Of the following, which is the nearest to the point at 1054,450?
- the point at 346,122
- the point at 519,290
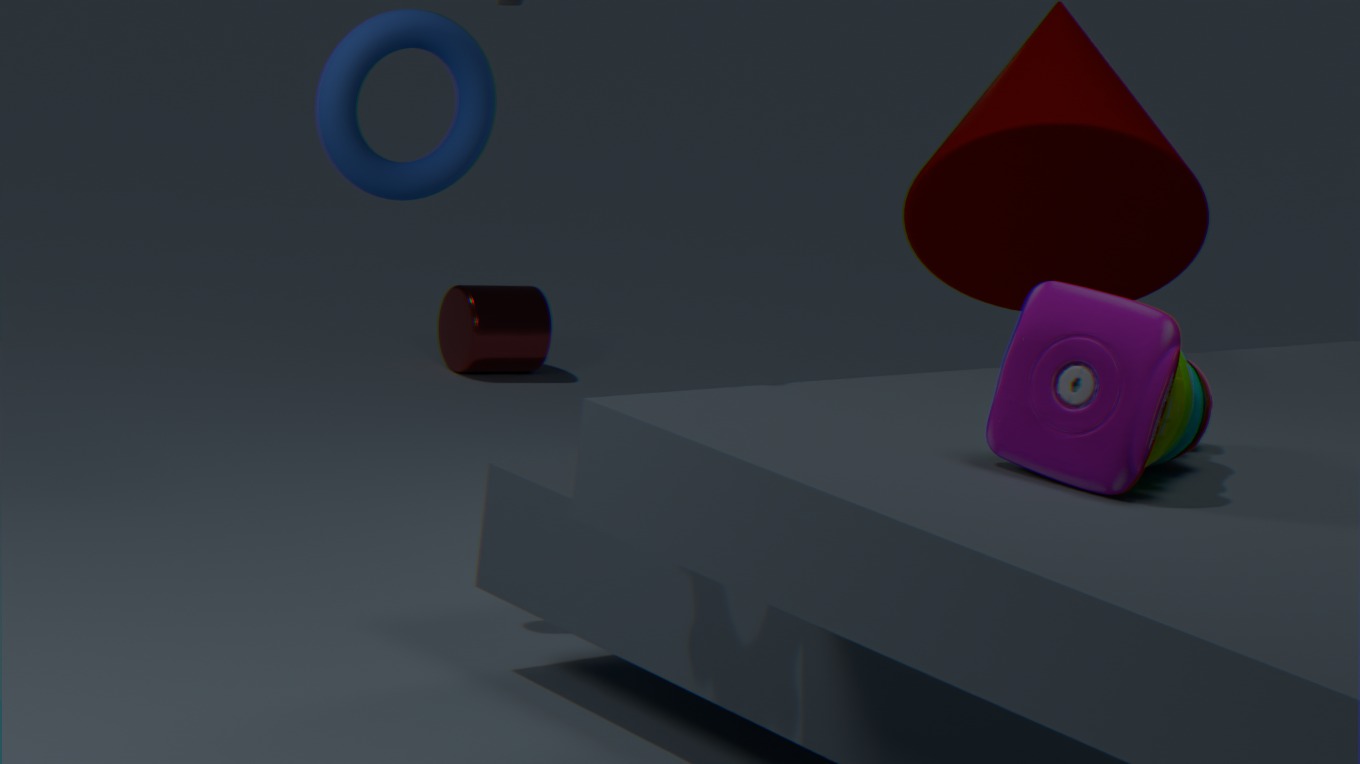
the point at 346,122
